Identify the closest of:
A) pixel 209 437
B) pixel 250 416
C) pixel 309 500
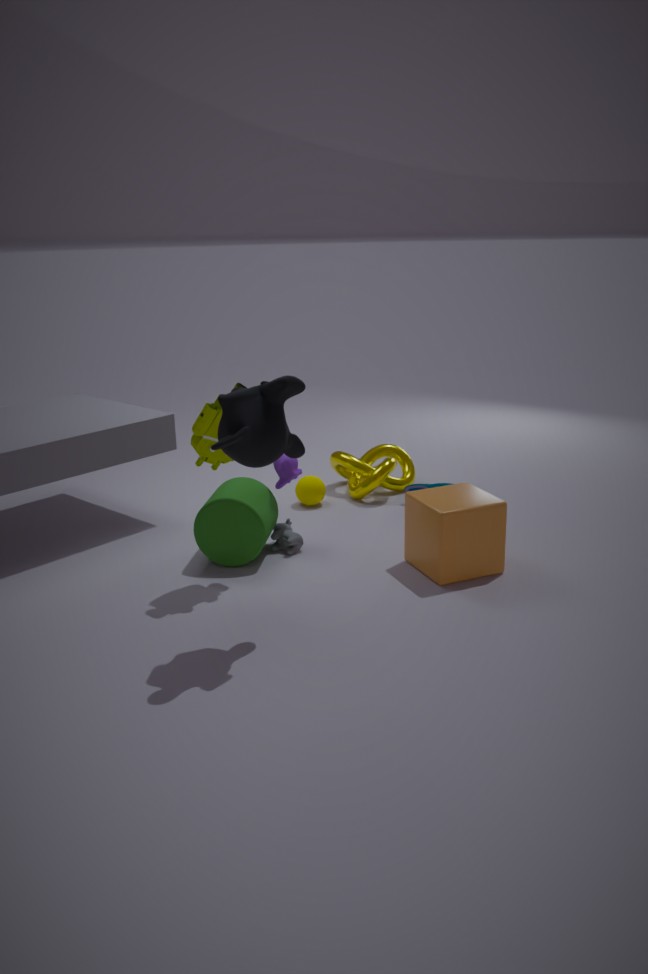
pixel 250 416
